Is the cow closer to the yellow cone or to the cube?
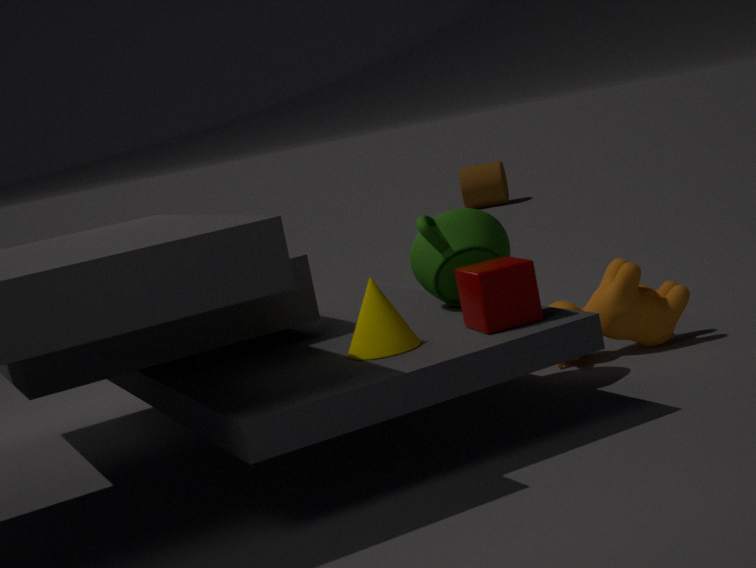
the cube
